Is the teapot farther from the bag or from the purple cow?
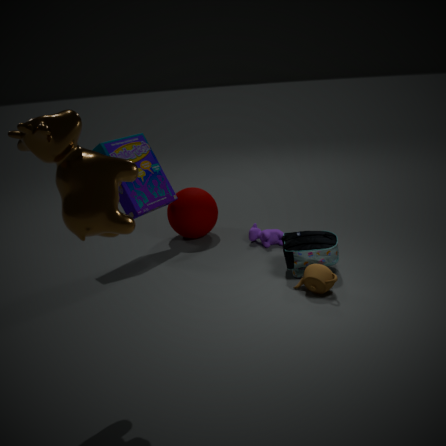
Result: the purple cow
